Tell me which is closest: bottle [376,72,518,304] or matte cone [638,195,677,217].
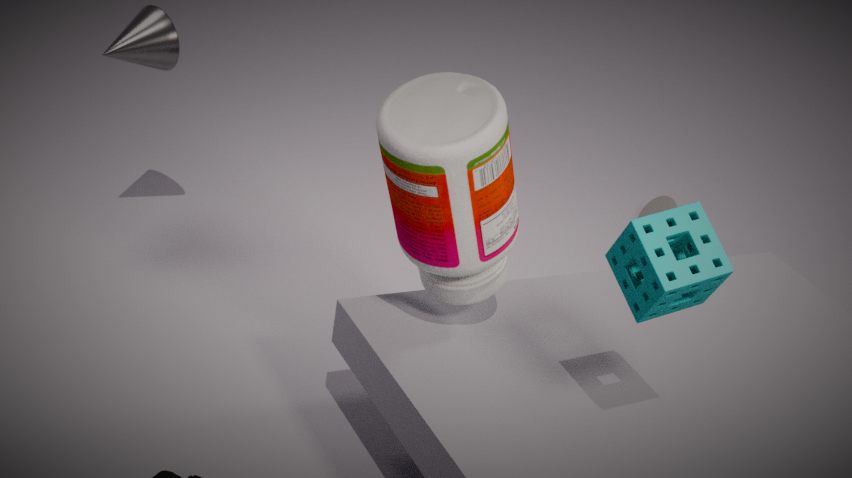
bottle [376,72,518,304]
